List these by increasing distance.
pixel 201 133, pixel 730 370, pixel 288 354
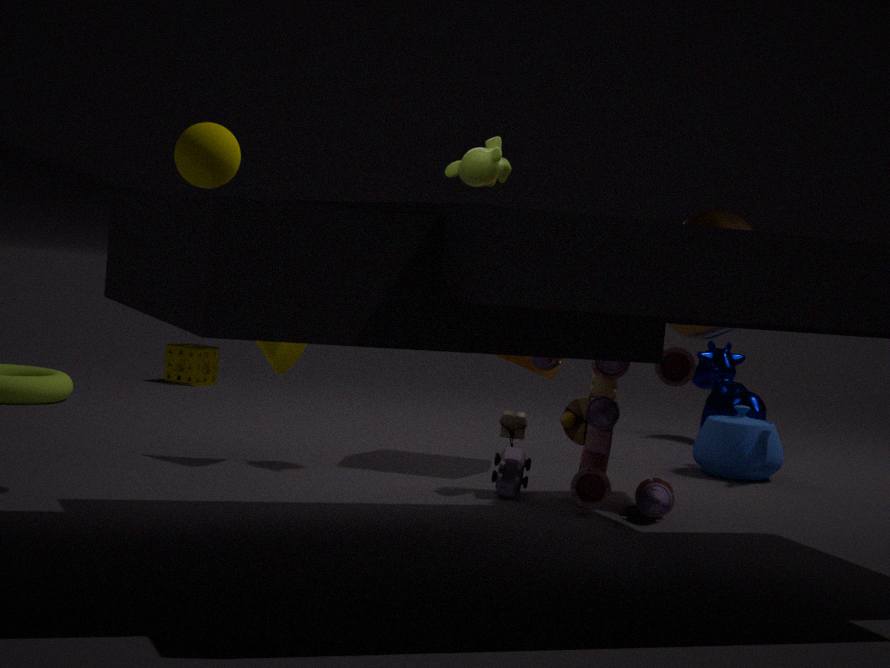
pixel 201 133 → pixel 288 354 → pixel 730 370
